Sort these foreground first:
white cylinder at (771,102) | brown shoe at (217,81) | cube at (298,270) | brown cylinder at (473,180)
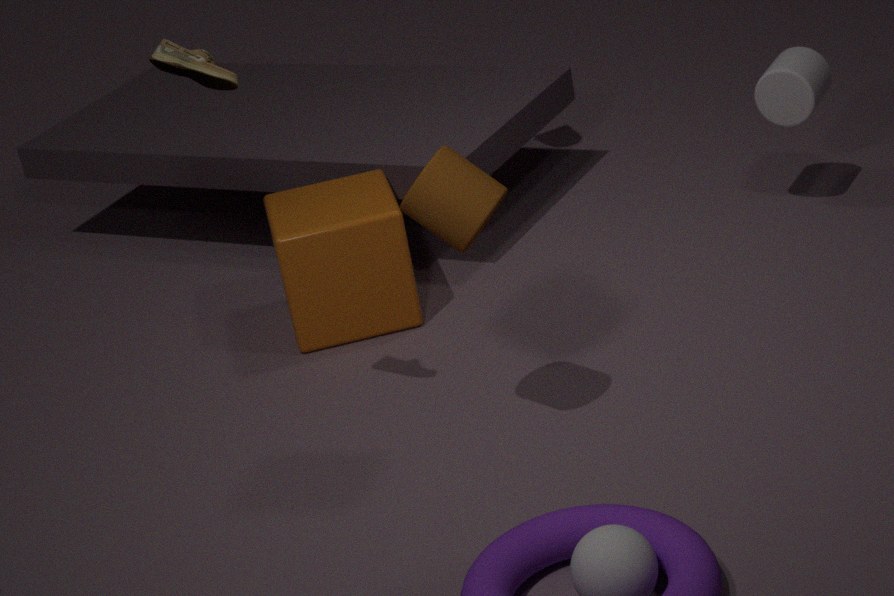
1. brown shoe at (217,81)
2. brown cylinder at (473,180)
3. cube at (298,270)
4. white cylinder at (771,102)
